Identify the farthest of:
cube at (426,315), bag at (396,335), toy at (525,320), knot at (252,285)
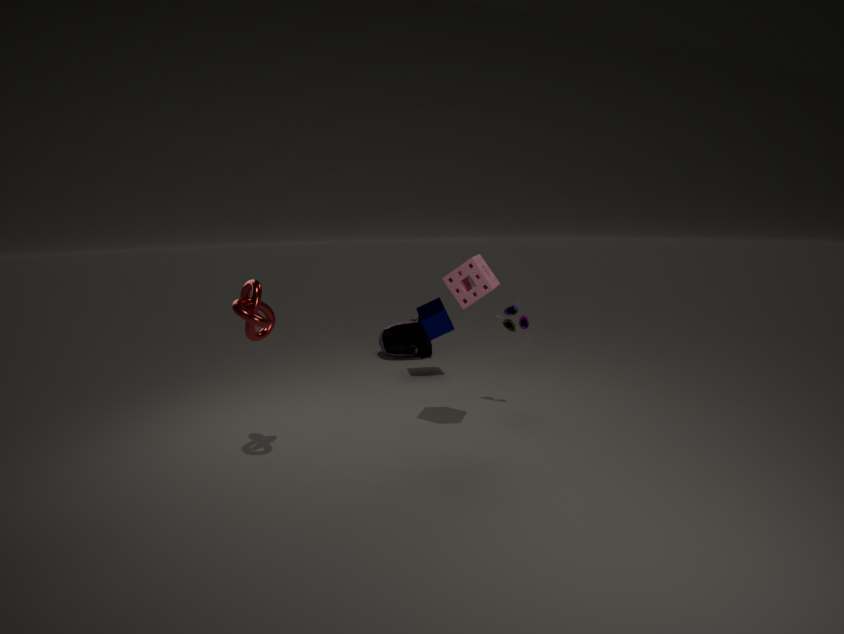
bag at (396,335)
